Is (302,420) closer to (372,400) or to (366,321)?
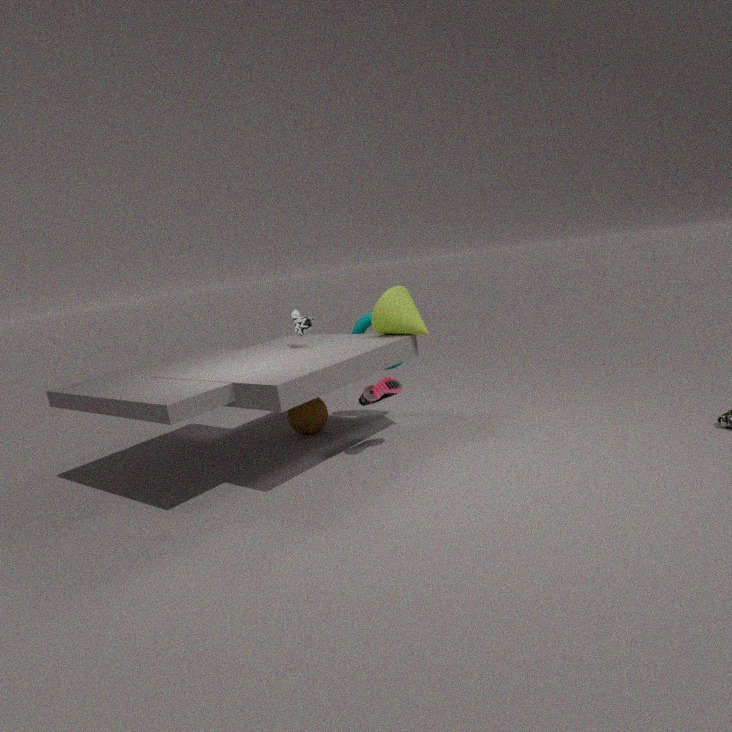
(366,321)
